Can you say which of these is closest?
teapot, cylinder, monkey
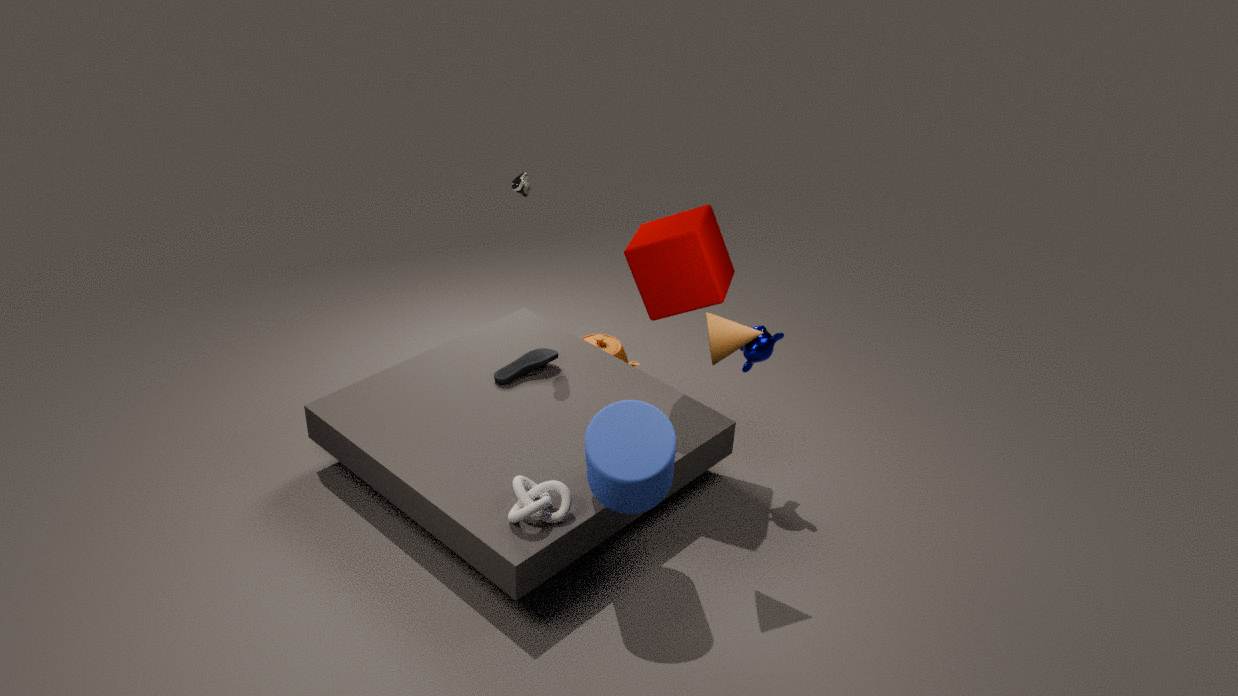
cylinder
